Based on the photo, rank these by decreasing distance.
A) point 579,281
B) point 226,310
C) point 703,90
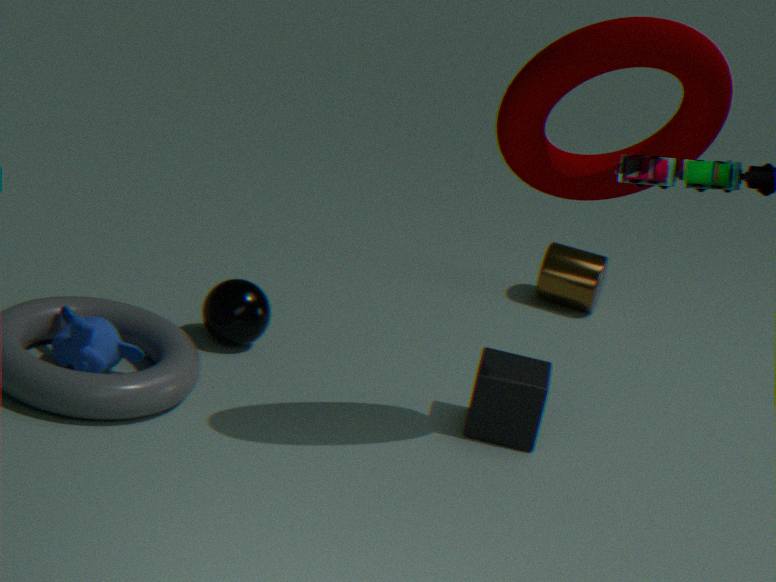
1. point 579,281
2. point 226,310
3. point 703,90
